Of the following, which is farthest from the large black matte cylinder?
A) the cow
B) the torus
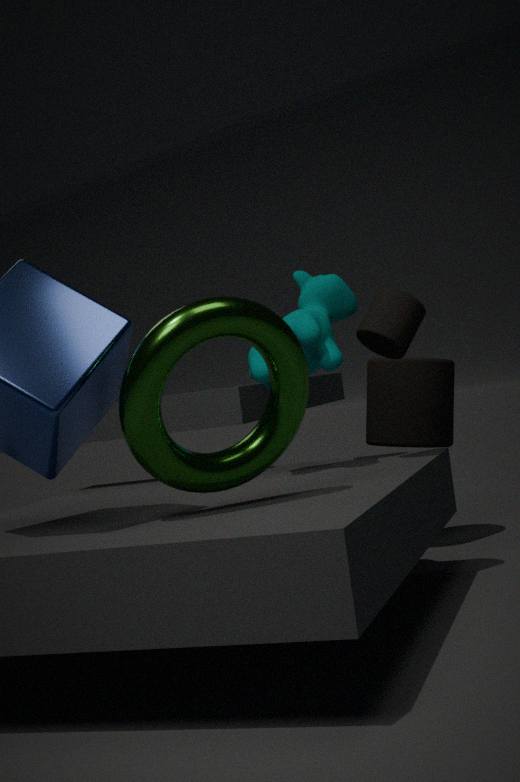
the torus
